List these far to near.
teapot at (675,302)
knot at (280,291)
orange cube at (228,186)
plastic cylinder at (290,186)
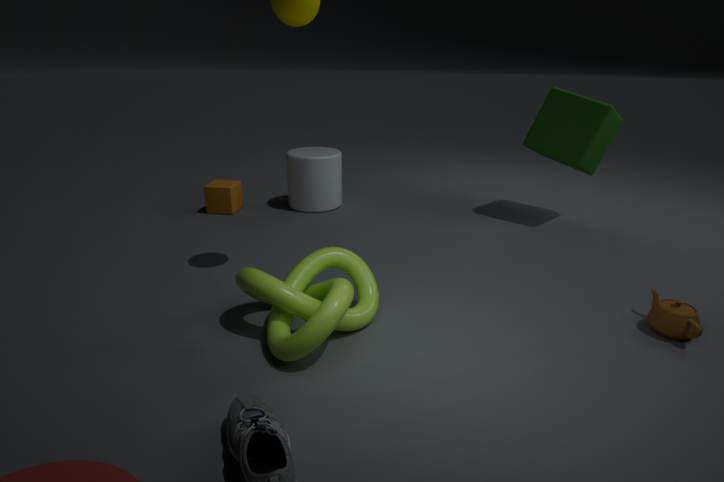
orange cube at (228,186), plastic cylinder at (290,186), teapot at (675,302), knot at (280,291)
